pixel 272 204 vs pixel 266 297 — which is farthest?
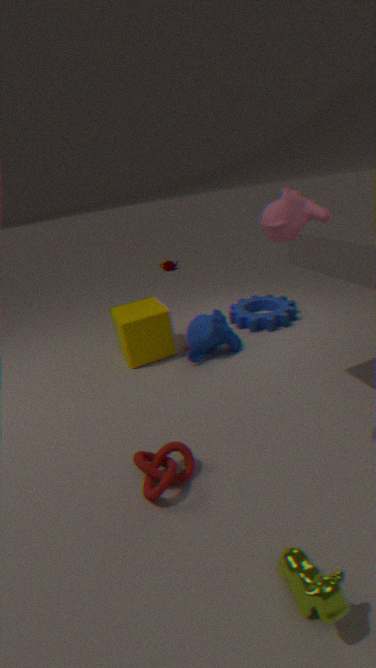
pixel 266 297
